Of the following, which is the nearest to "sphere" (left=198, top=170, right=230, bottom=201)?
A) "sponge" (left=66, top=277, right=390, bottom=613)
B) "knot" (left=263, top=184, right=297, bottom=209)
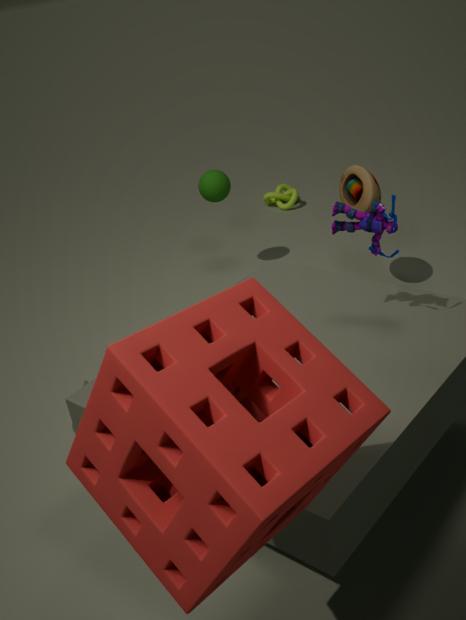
"knot" (left=263, top=184, right=297, bottom=209)
